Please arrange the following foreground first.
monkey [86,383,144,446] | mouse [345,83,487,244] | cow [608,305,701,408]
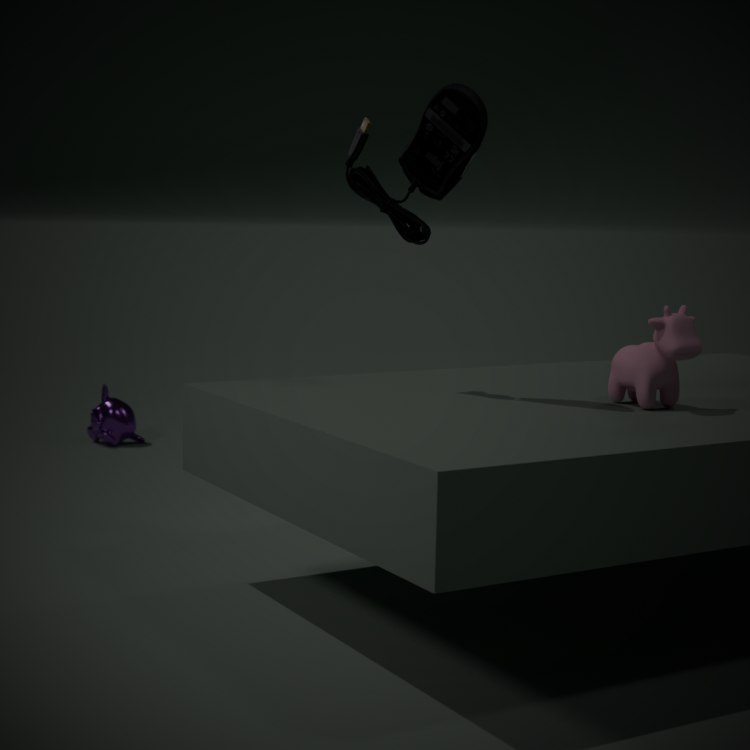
mouse [345,83,487,244] < cow [608,305,701,408] < monkey [86,383,144,446]
